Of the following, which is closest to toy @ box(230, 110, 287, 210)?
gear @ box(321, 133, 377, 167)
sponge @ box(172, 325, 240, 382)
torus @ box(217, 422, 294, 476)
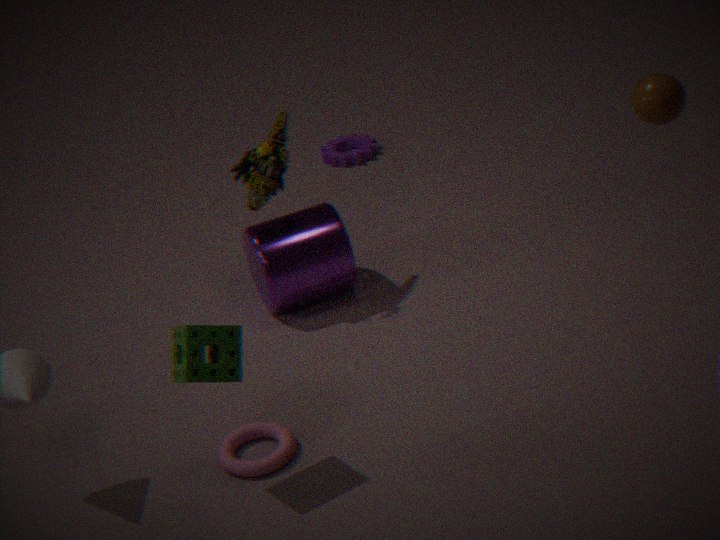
sponge @ box(172, 325, 240, 382)
